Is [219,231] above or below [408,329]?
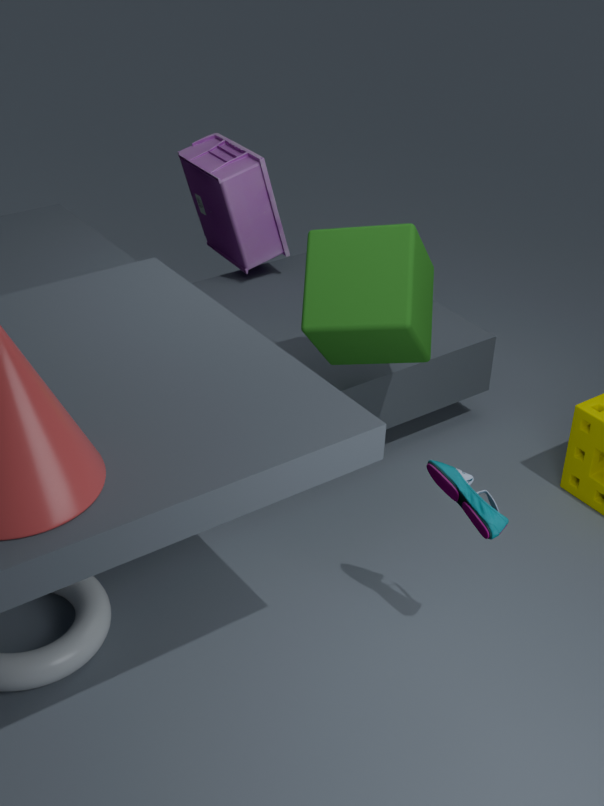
below
